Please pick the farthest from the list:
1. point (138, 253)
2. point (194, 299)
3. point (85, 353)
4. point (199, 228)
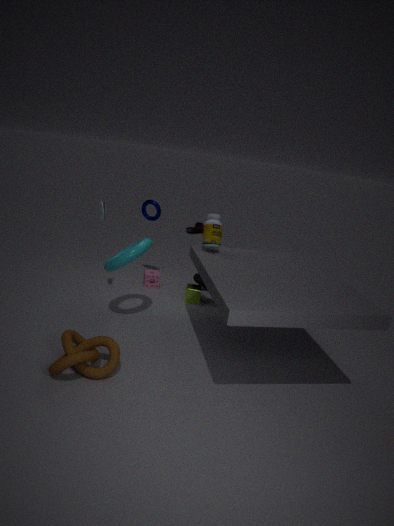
point (199, 228)
